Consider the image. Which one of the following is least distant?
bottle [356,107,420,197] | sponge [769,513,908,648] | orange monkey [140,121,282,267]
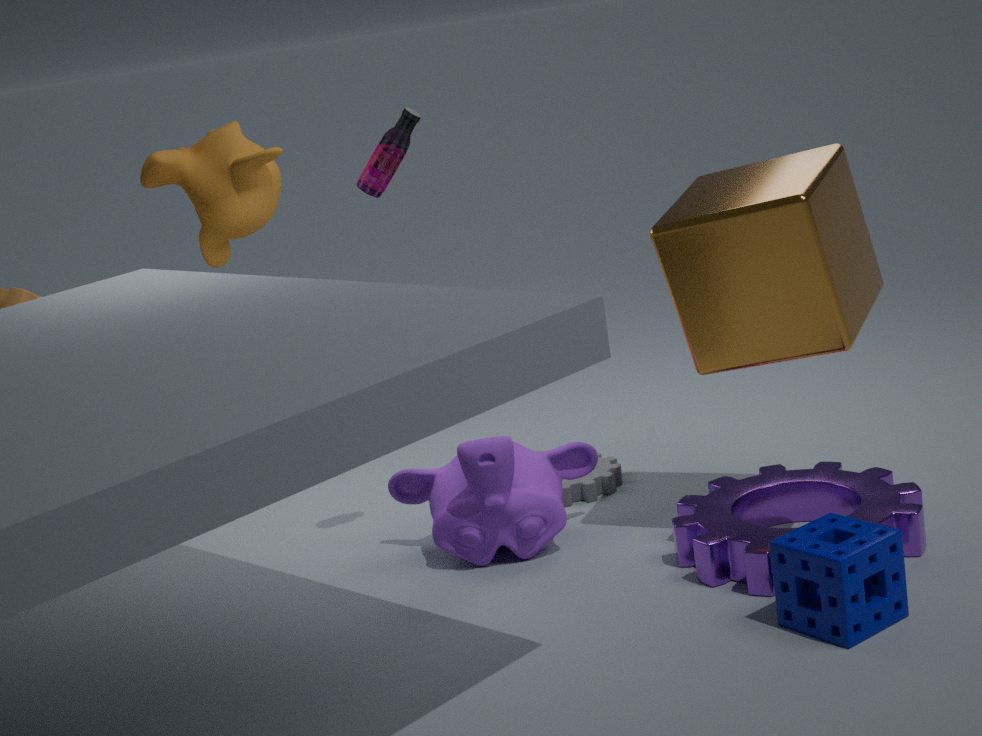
sponge [769,513,908,648]
